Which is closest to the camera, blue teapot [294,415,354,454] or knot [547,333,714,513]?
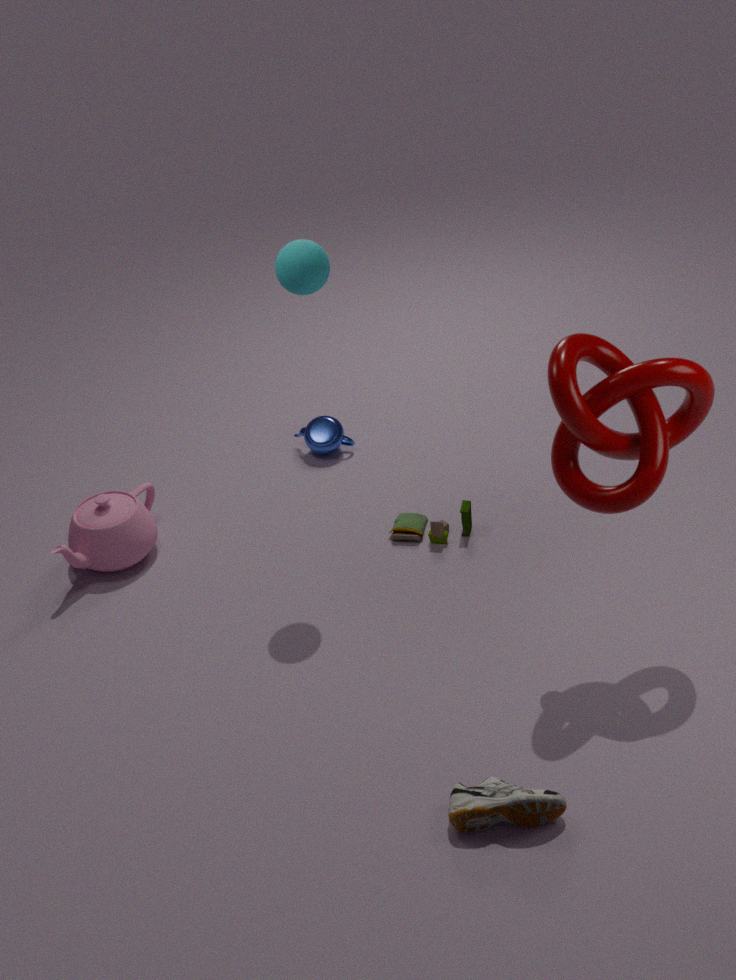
knot [547,333,714,513]
